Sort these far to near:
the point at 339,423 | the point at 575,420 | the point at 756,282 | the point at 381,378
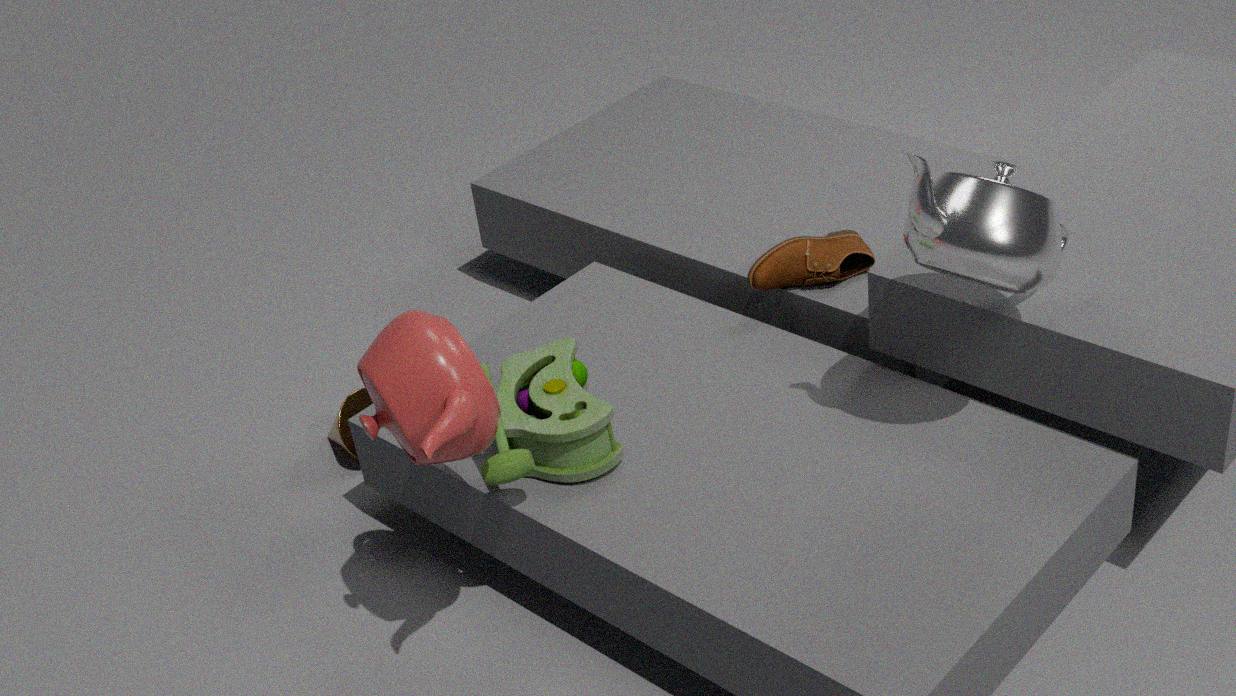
the point at 339,423 → the point at 756,282 → the point at 575,420 → the point at 381,378
